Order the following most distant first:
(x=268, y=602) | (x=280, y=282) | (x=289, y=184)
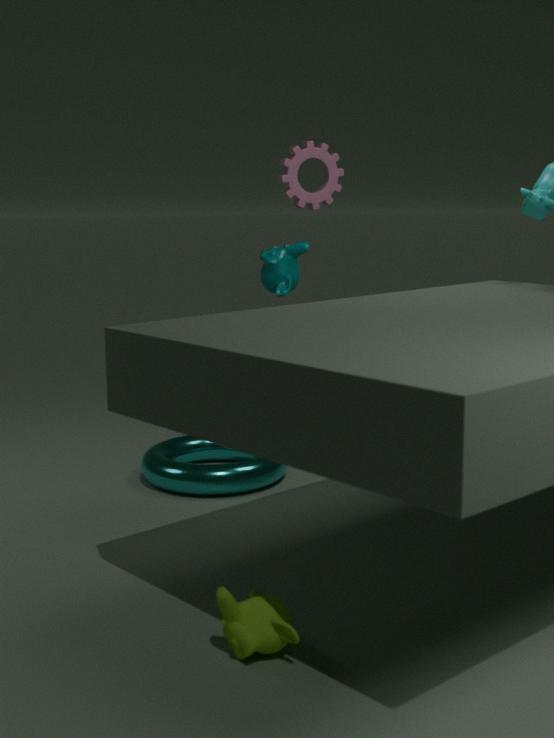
(x=289, y=184), (x=280, y=282), (x=268, y=602)
